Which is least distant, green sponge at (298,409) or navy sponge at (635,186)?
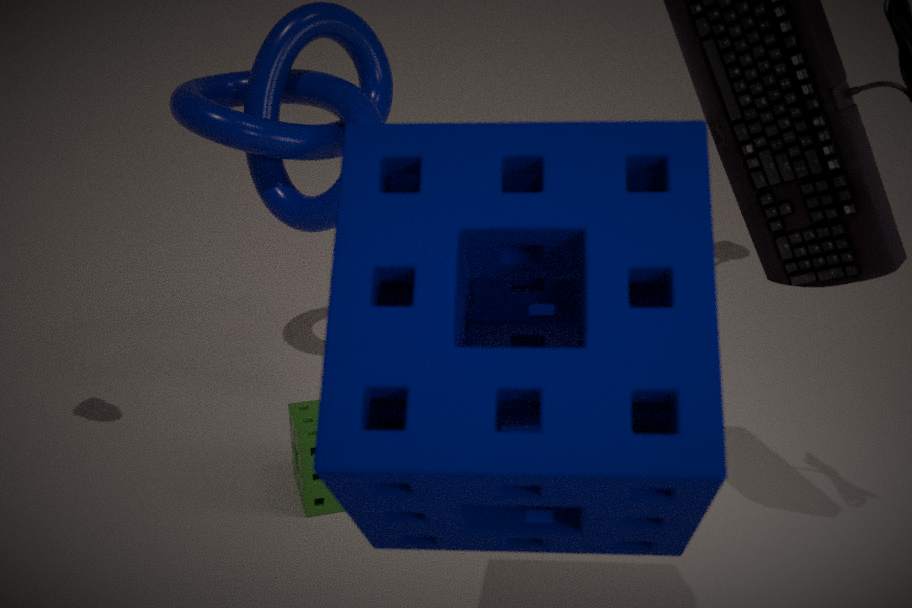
navy sponge at (635,186)
